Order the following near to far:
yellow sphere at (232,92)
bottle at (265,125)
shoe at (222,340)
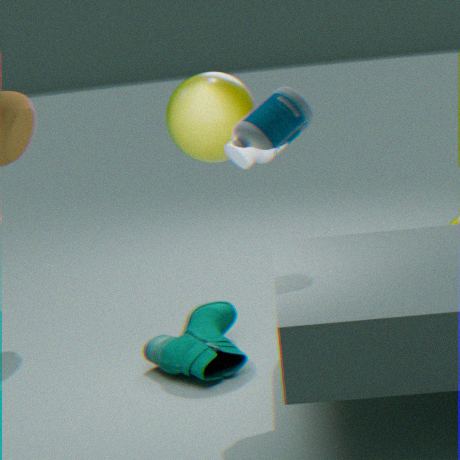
bottle at (265,125)
shoe at (222,340)
yellow sphere at (232,92)
